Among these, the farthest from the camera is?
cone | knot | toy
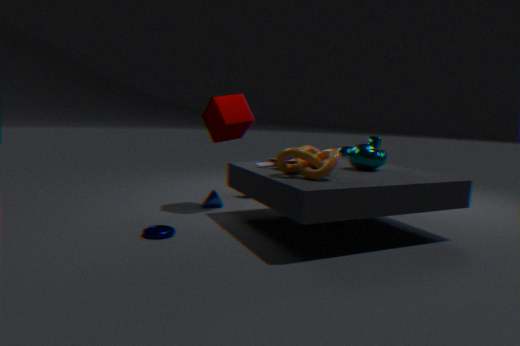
cone
